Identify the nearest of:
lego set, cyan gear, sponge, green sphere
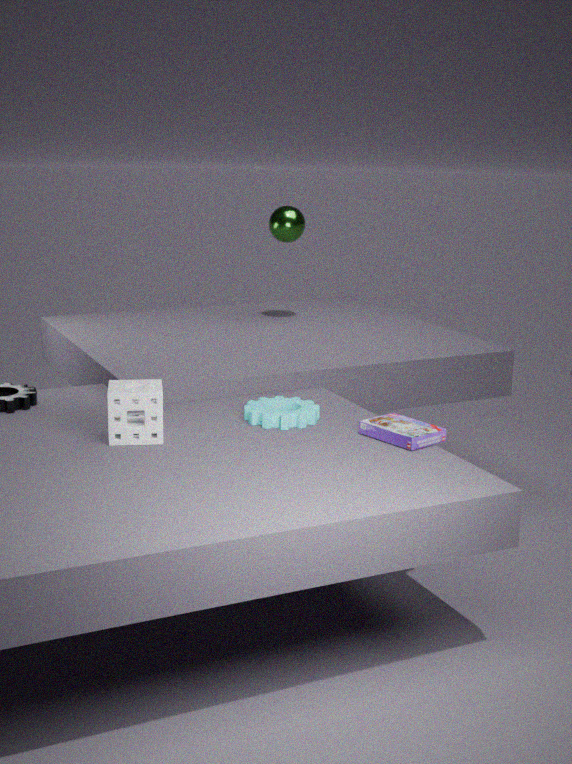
sponge
